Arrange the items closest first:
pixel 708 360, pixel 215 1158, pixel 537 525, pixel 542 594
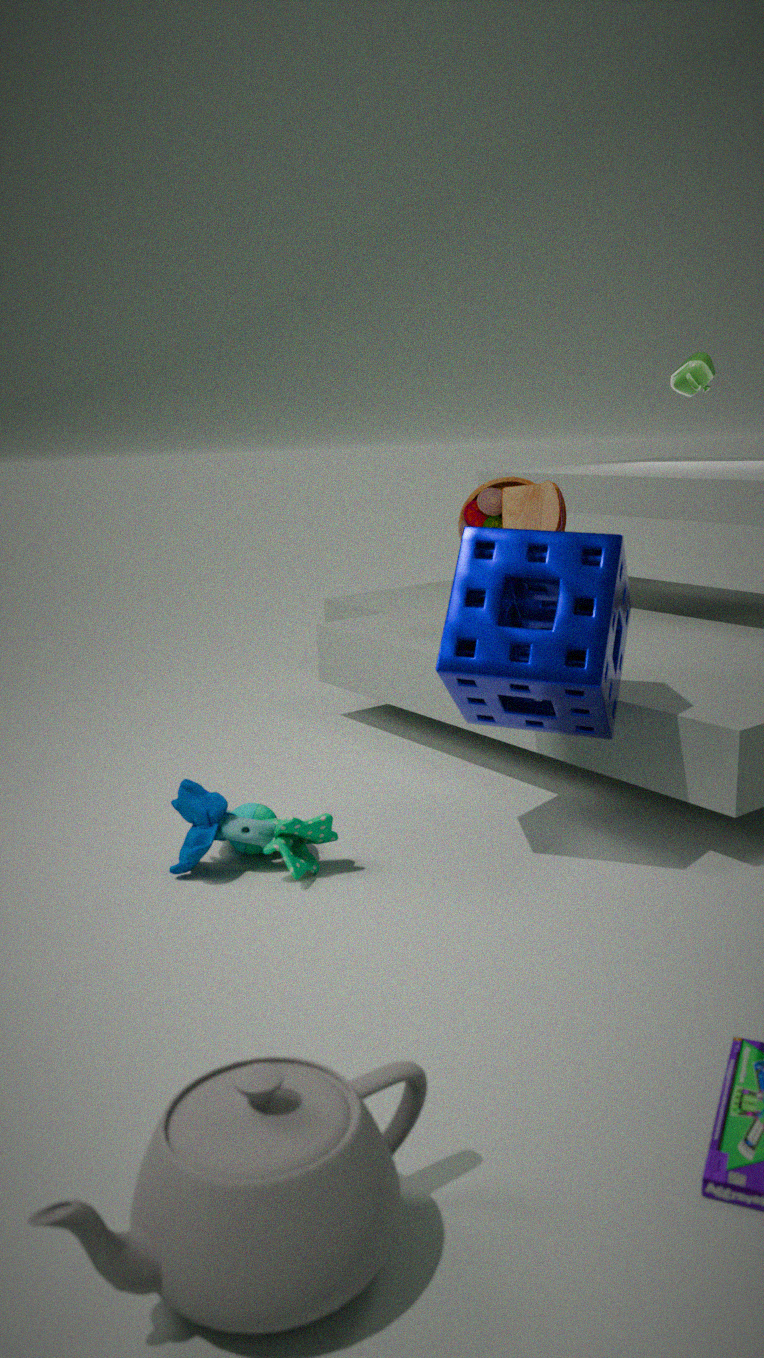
pixel 215 1158
pixel 542 594
pixel 537 525
pixel 708 360
